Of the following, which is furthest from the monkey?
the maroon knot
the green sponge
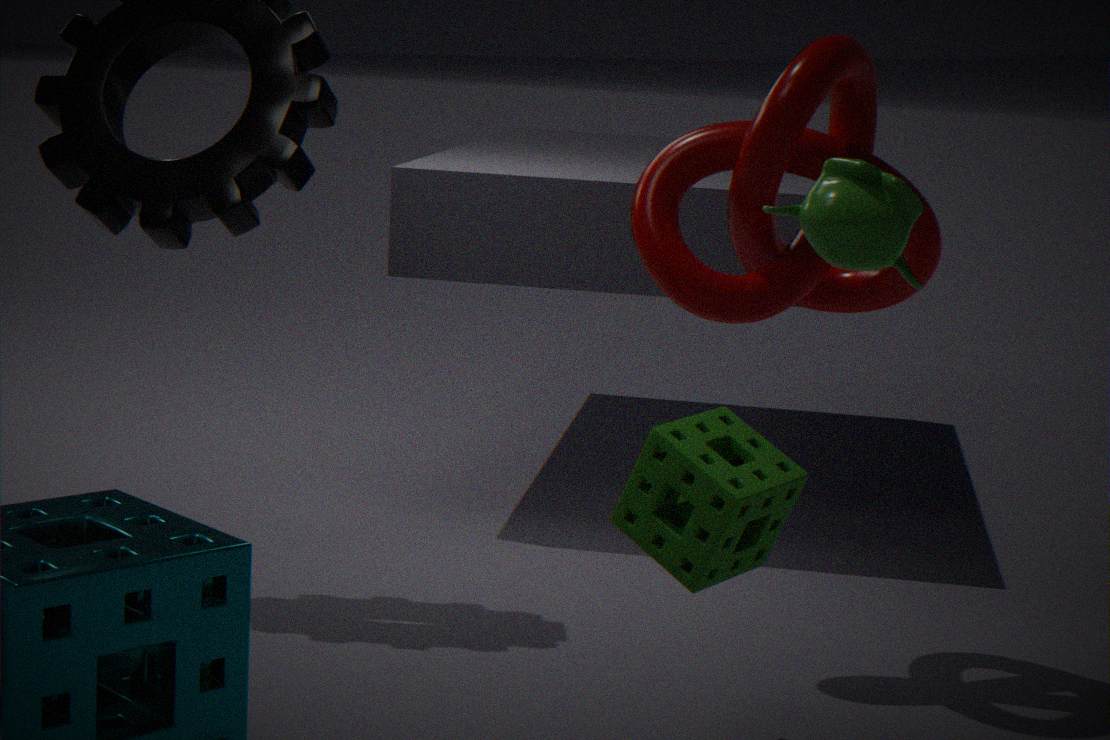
the green sponge
